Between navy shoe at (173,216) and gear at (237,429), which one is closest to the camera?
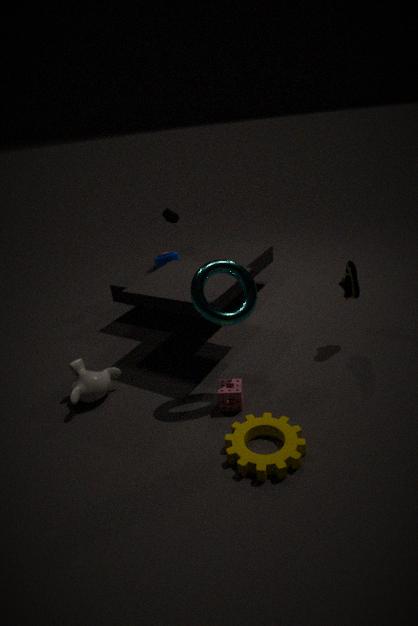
gear at (237,429)
